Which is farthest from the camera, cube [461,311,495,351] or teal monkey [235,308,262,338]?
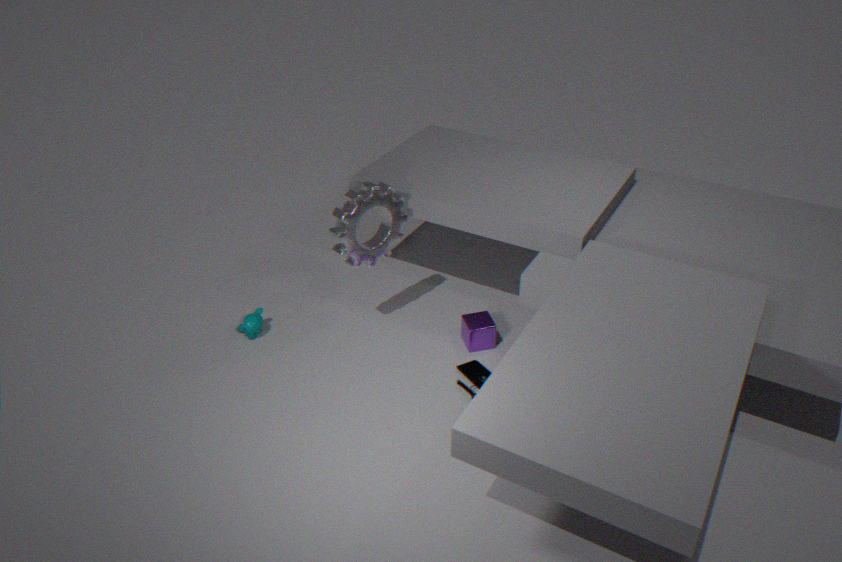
teal monkey [235,308,262,338]
